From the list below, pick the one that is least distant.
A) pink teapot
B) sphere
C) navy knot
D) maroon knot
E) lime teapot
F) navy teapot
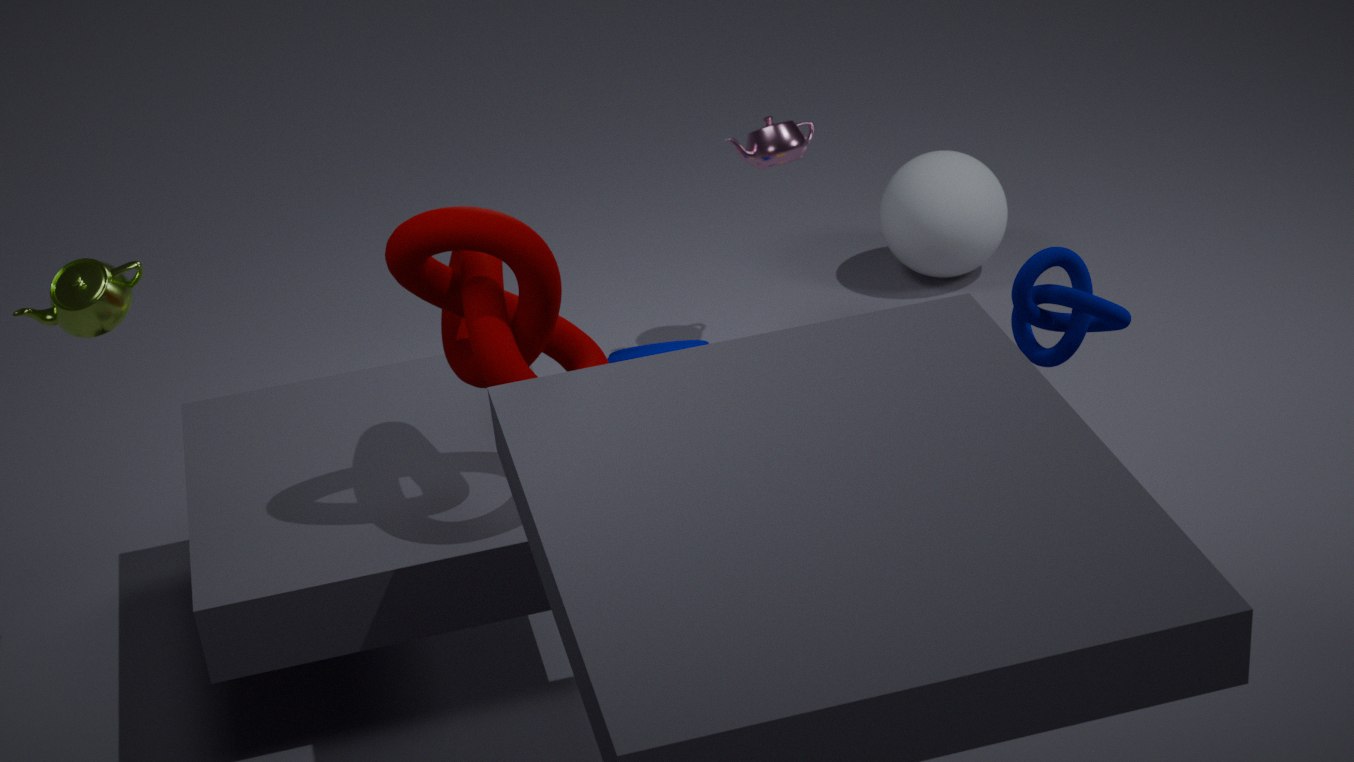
D. maroon knot
